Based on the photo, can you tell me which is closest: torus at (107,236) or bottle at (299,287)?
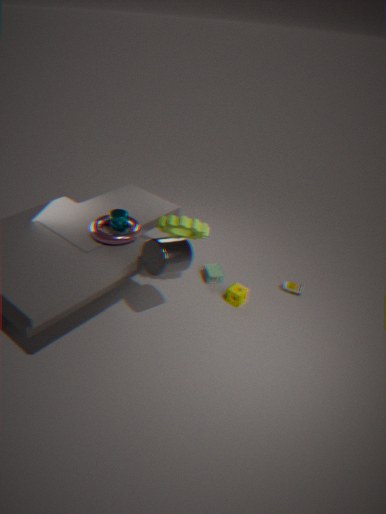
torus at (107,236)
